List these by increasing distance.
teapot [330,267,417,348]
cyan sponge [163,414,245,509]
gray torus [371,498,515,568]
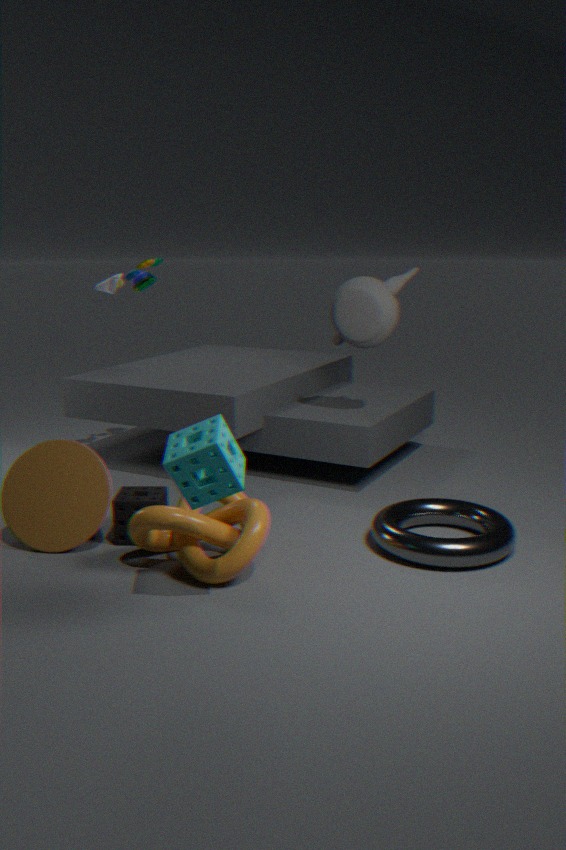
1. cyan sponge [163,414,245,509]
2. gray torus [371,498,515,568]
3. teapot [330,267,417,348]
